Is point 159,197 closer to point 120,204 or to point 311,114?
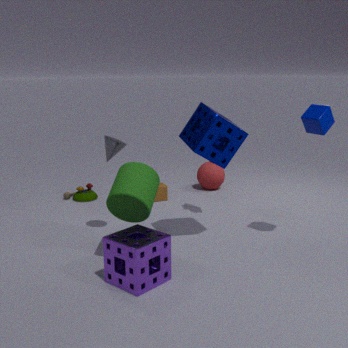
point 120,204
